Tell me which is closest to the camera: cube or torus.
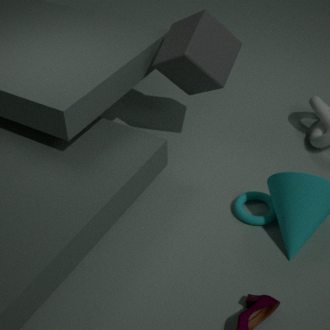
torus
